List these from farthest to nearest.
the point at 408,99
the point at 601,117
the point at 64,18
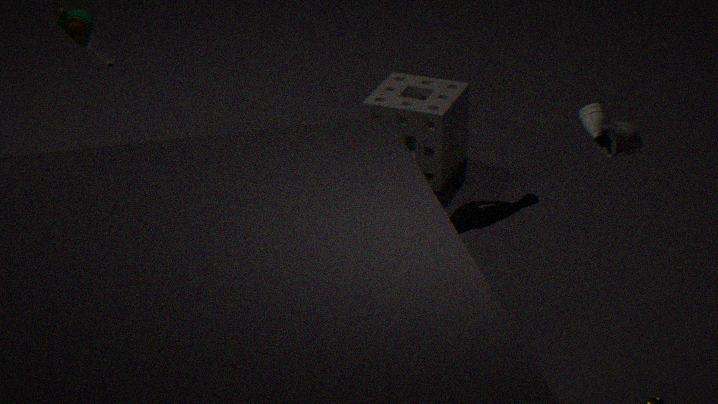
the point at 408,99 < the point at 64,18 < the point at 601,117
